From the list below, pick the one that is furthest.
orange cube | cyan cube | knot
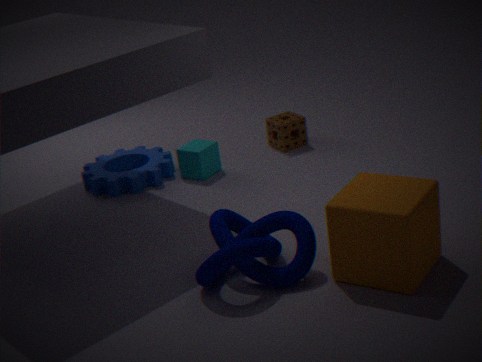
cyan cube
